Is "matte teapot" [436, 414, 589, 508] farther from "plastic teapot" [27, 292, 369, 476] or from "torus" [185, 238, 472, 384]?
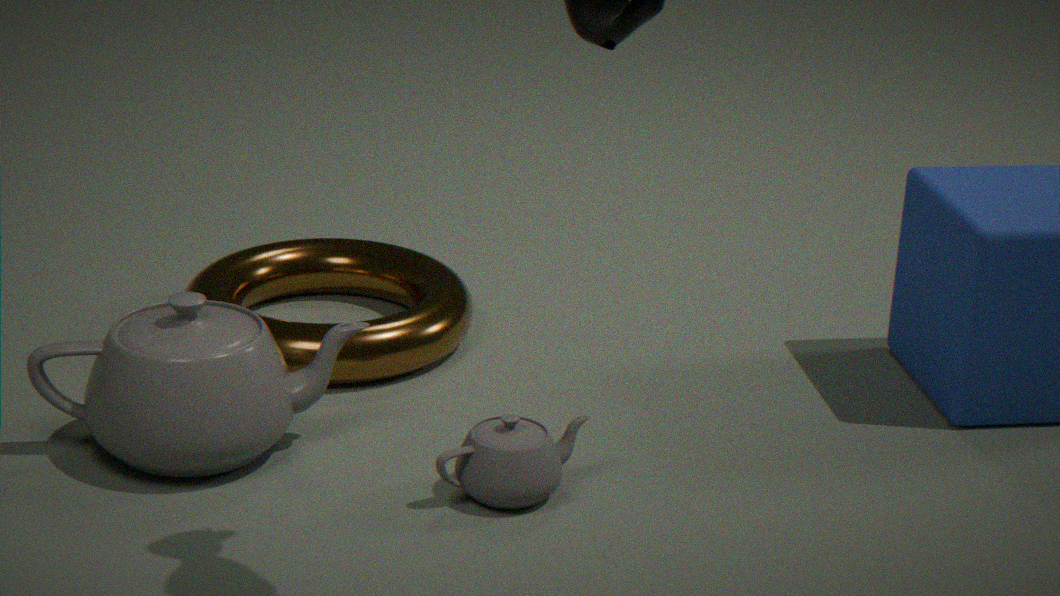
"torus" [185, 238, 472, 384]
